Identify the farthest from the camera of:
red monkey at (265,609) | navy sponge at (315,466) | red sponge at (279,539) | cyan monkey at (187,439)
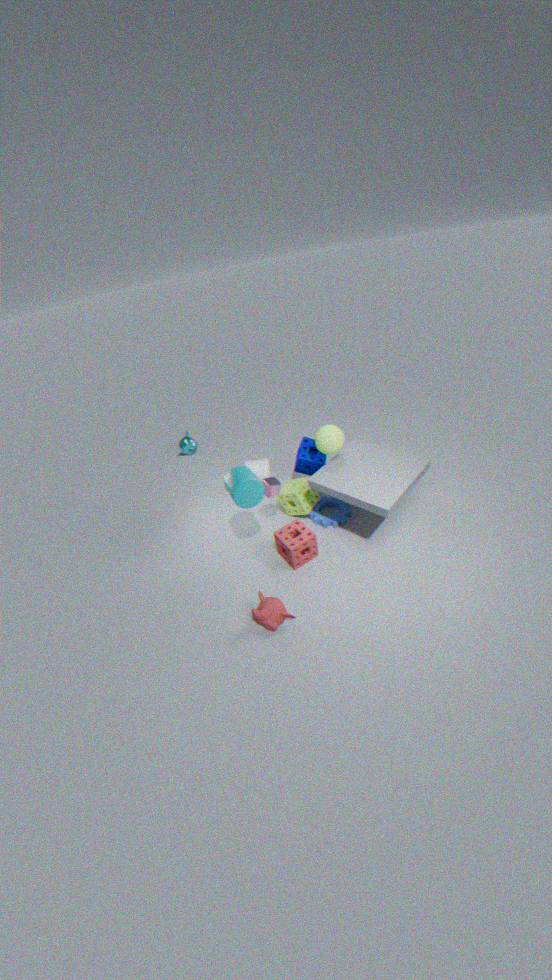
cyan monkey at (187,439)
